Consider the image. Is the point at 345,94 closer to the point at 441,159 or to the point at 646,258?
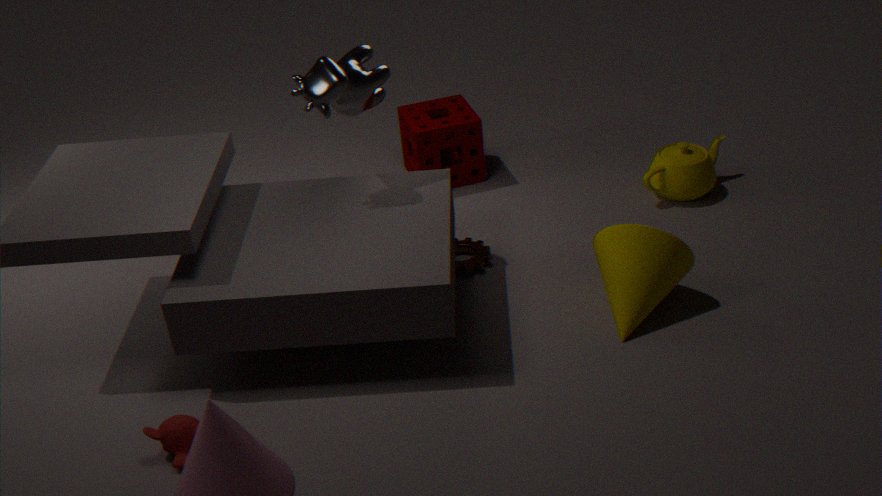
the point at 441,159
